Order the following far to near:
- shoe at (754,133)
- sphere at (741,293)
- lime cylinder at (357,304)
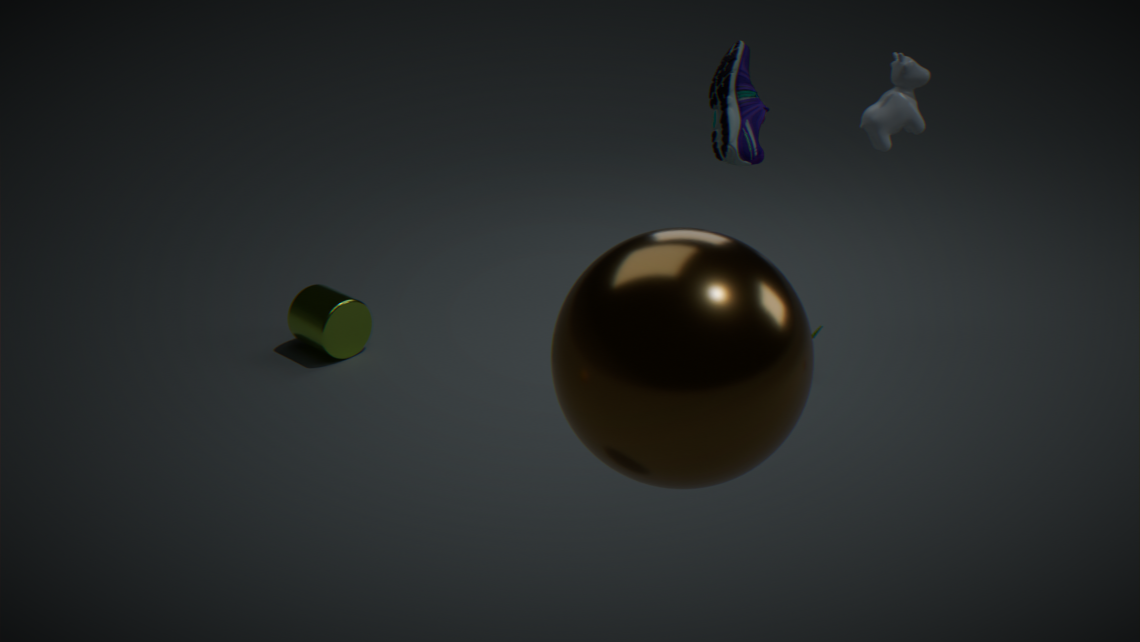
lime cylinder at (357,304), shoe at (754,133), sphere at (741,293)
